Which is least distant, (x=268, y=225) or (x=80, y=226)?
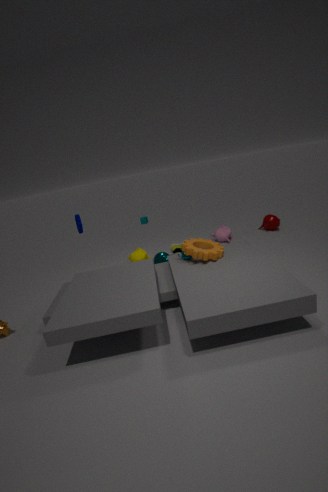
(x=80, y=226)
